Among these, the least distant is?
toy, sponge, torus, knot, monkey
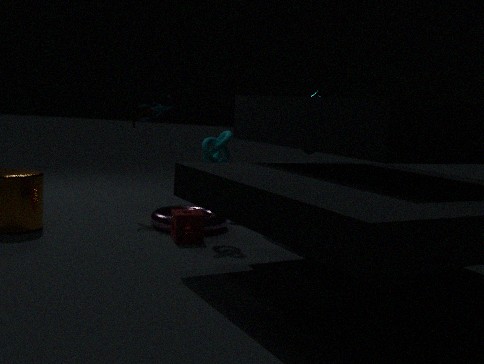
sponge
